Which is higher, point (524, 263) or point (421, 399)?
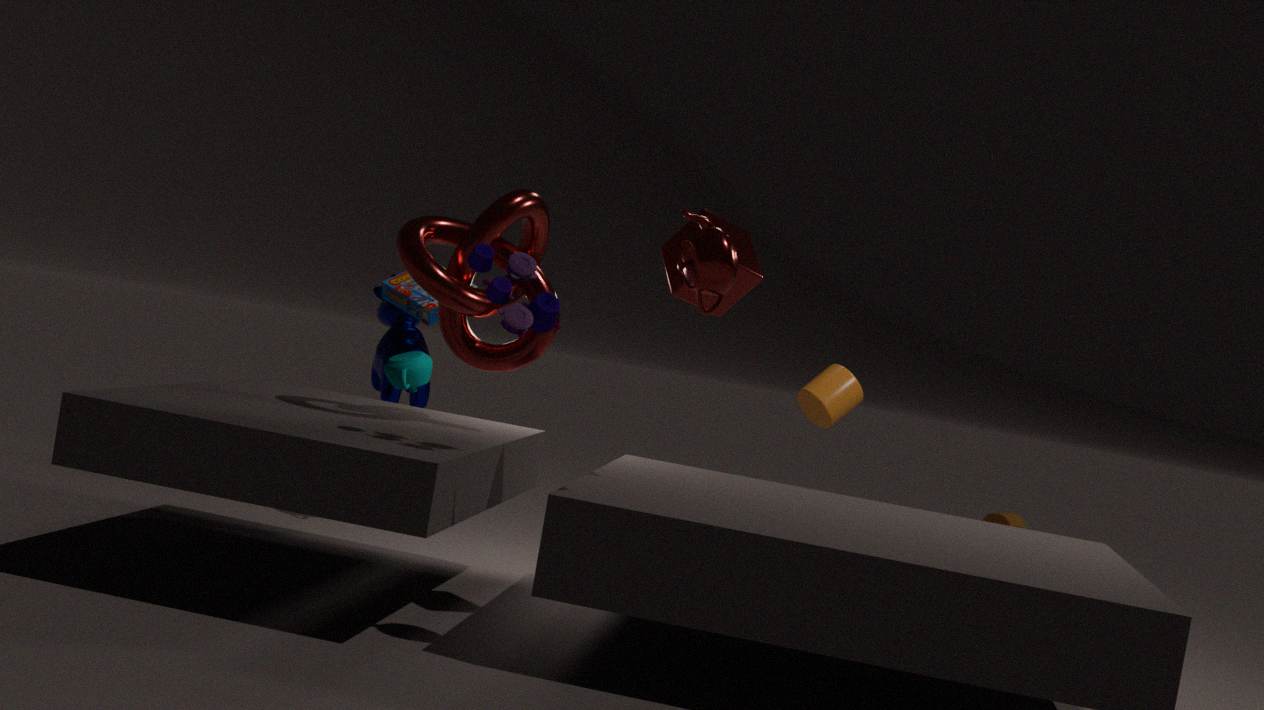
point (524, 263)
